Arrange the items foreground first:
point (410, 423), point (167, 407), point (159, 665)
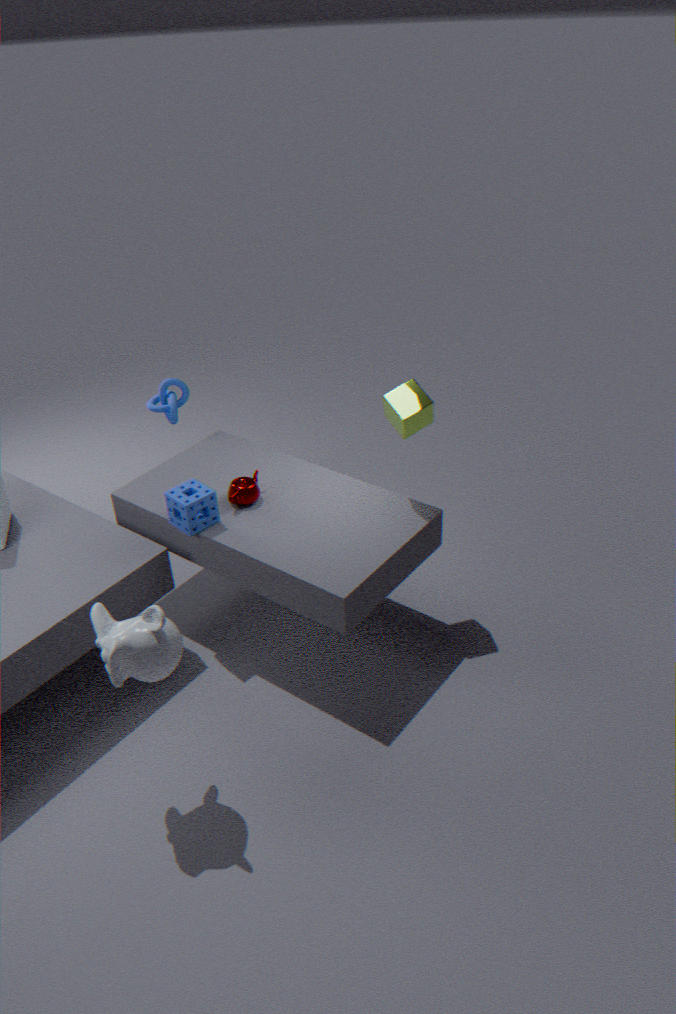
point (159, 665), point (410, 423), point (167, 407)
